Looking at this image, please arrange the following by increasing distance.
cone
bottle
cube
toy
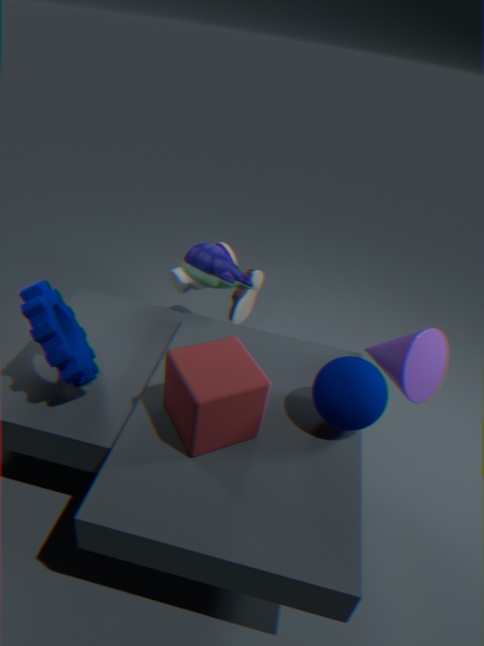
cube < cone < toy < bottle
